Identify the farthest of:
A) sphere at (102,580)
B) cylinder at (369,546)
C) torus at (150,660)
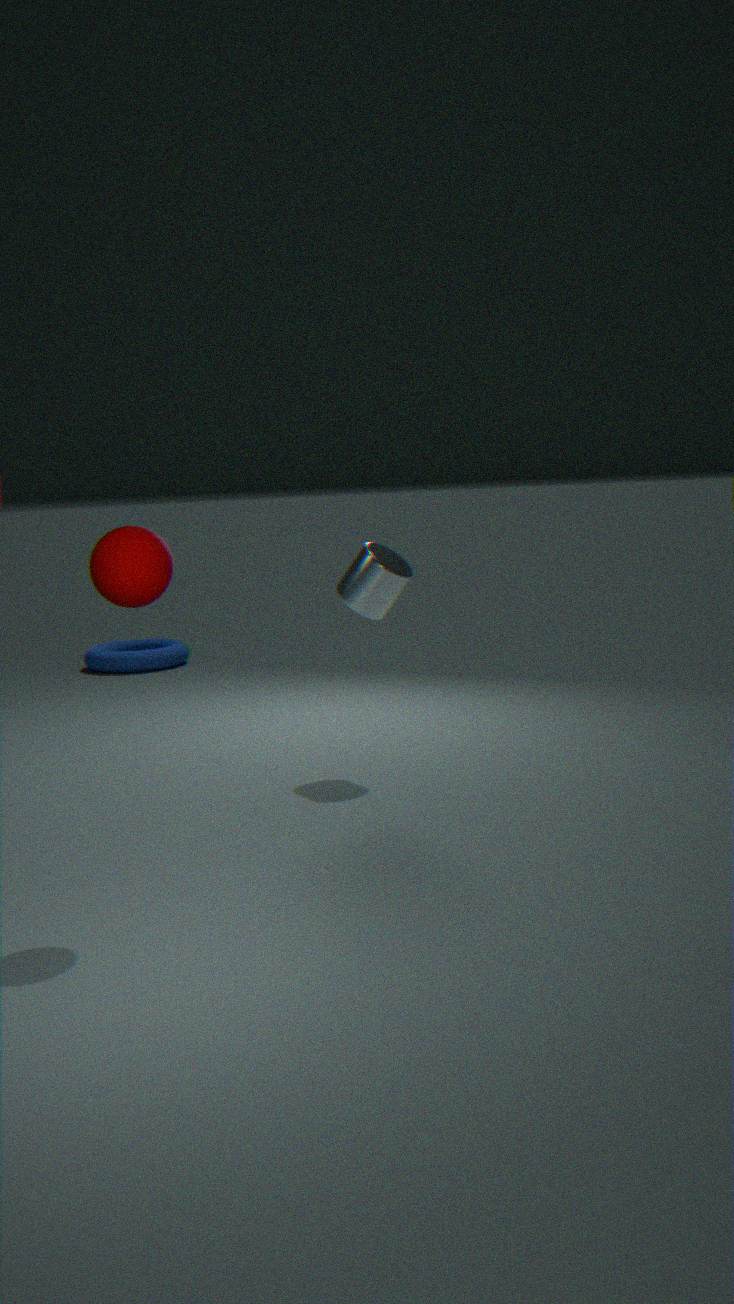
torus at (150,660)
